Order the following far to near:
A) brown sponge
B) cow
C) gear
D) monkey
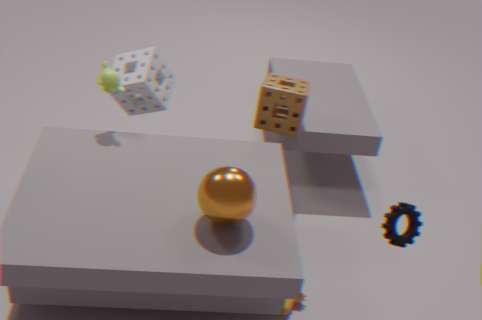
brown sponge
monkey
cow
gear
